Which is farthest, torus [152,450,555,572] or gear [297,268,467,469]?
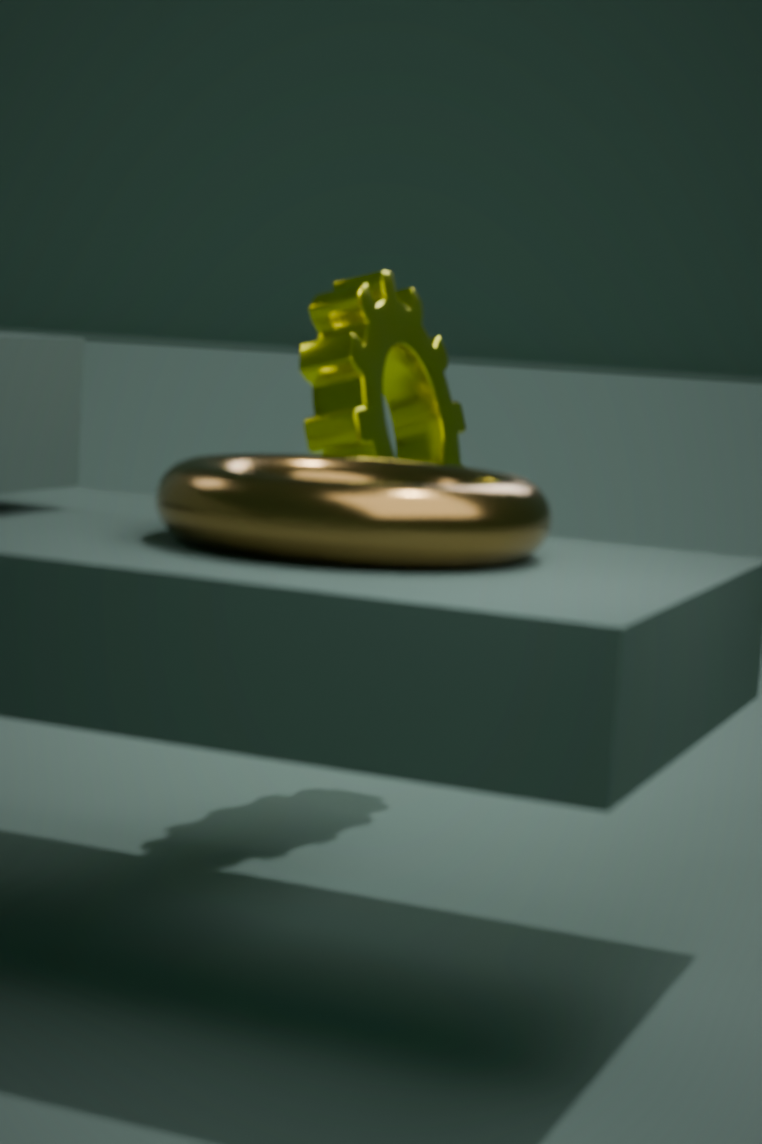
gear [297,268,467,469]
